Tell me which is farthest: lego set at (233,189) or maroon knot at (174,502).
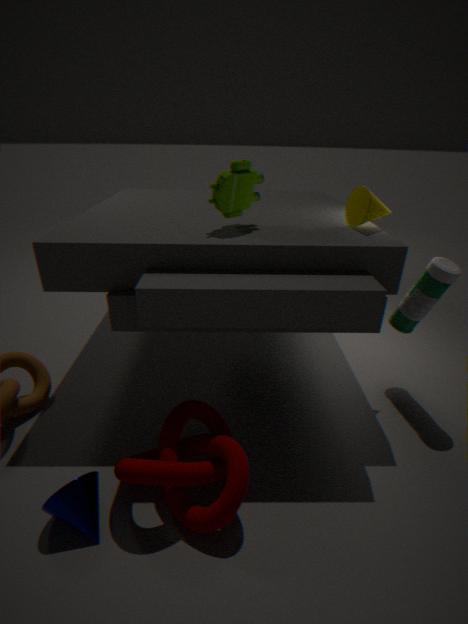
lego set at (233,189)
